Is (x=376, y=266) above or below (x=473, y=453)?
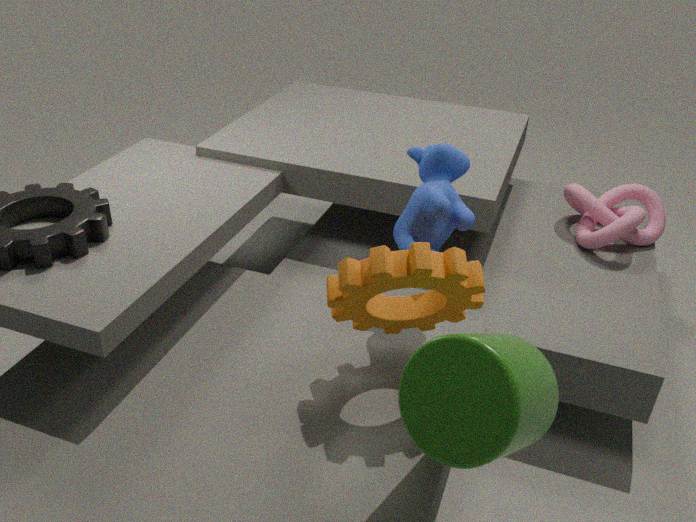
above
